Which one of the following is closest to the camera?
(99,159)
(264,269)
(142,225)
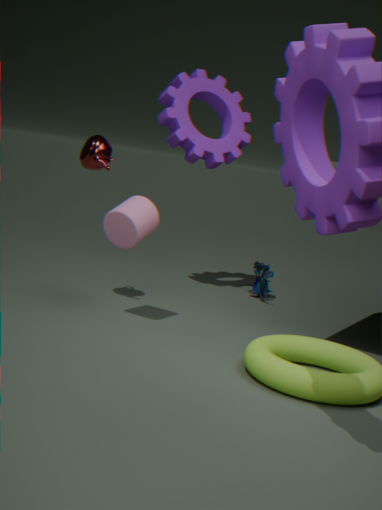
(142,225)
